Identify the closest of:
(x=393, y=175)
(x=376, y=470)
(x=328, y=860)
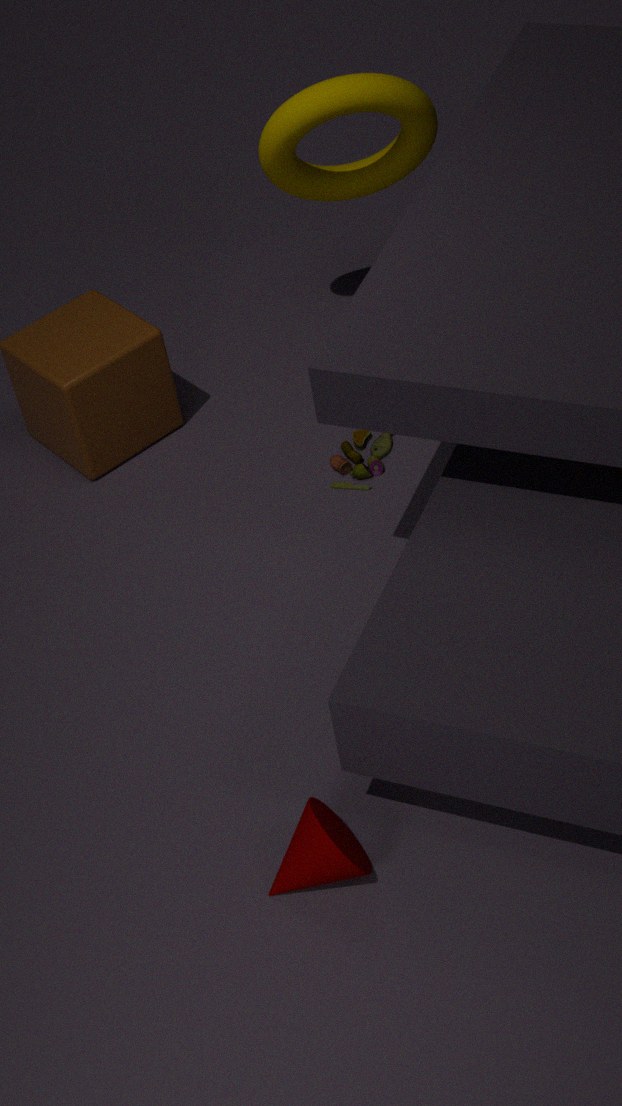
(x=328, y=860)
